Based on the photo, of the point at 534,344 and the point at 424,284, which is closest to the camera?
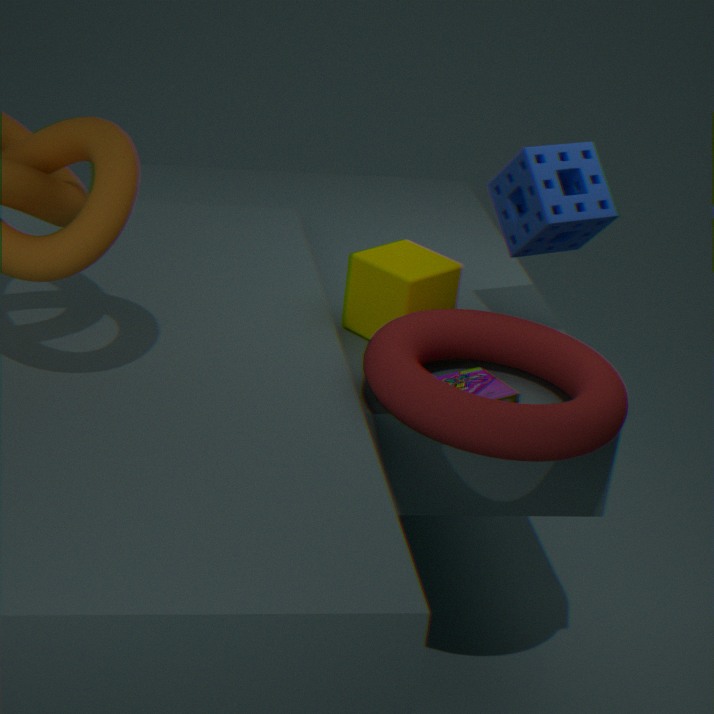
the point at 534,344
